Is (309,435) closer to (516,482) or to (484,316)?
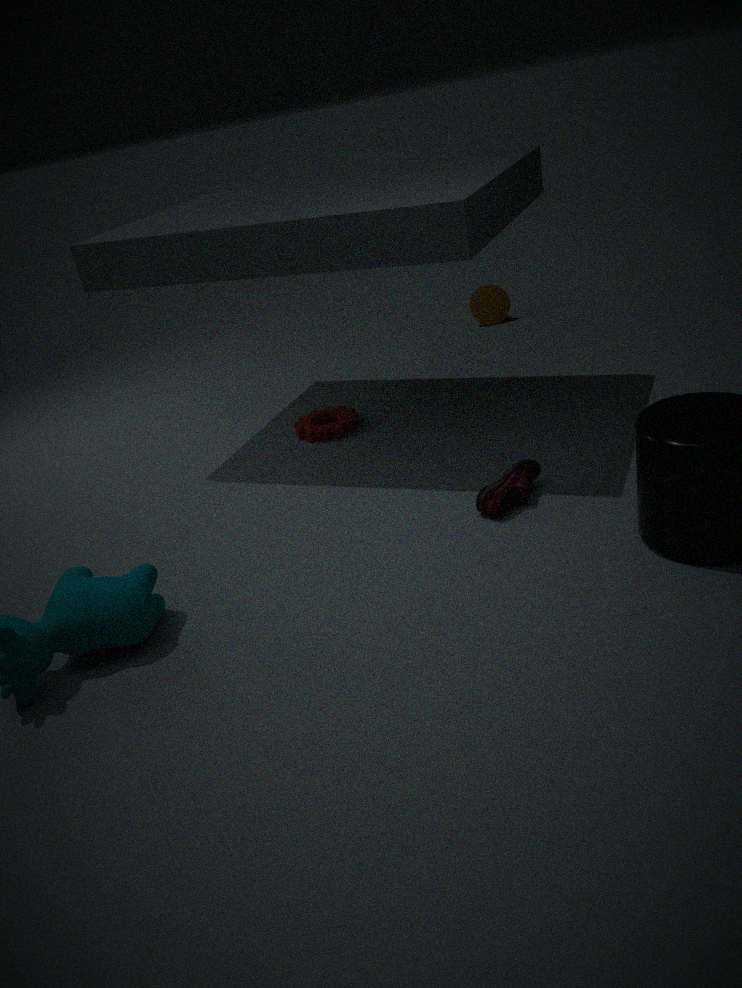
(516,482)
